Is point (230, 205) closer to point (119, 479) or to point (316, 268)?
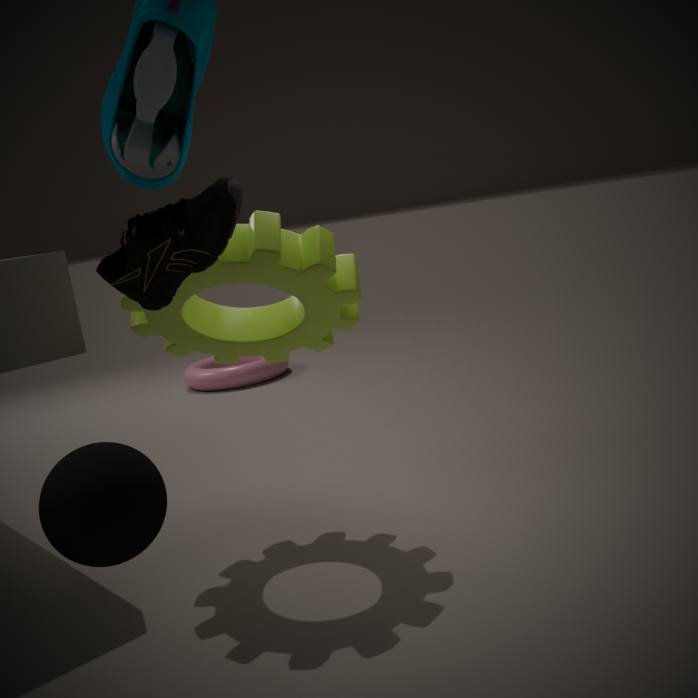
point (119, 479)
